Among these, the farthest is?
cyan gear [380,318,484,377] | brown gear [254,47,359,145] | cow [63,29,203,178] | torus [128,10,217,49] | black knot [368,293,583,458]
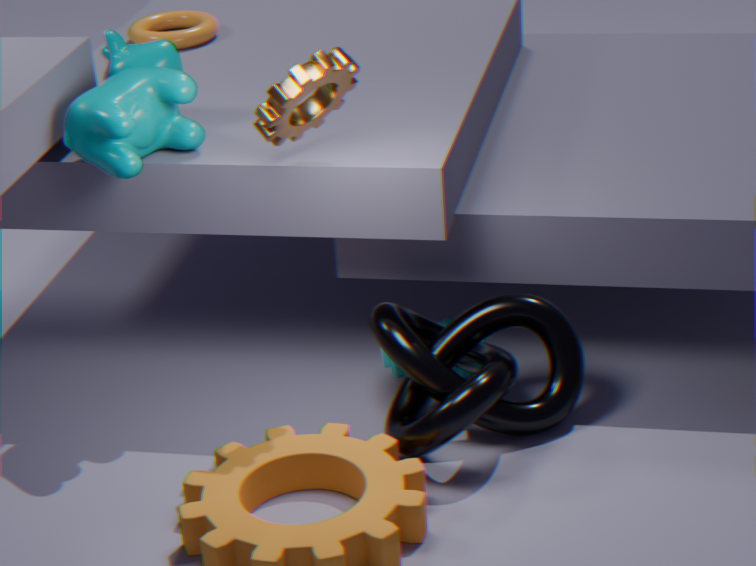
torus [128,10,217,49]
